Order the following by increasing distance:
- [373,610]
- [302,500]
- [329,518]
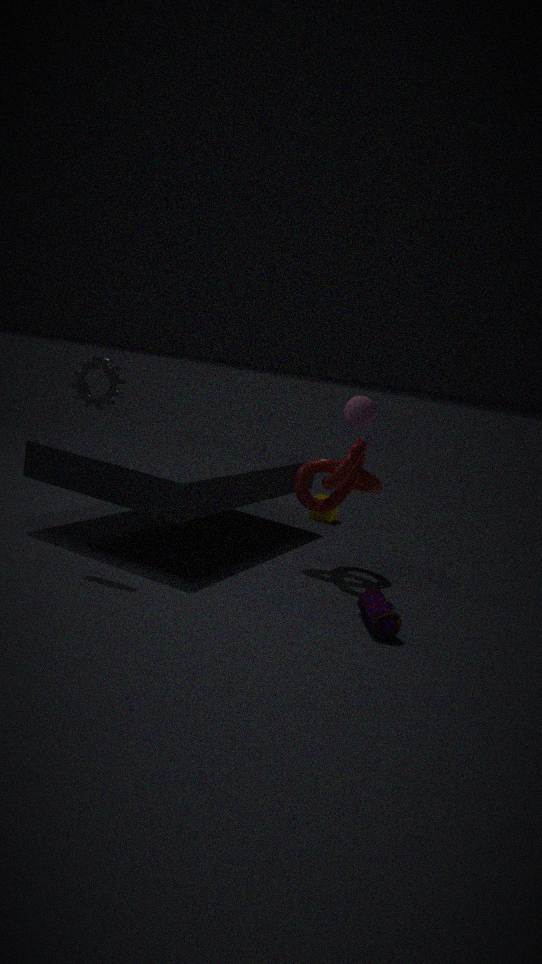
[373,610], [302,500], [329,518]
